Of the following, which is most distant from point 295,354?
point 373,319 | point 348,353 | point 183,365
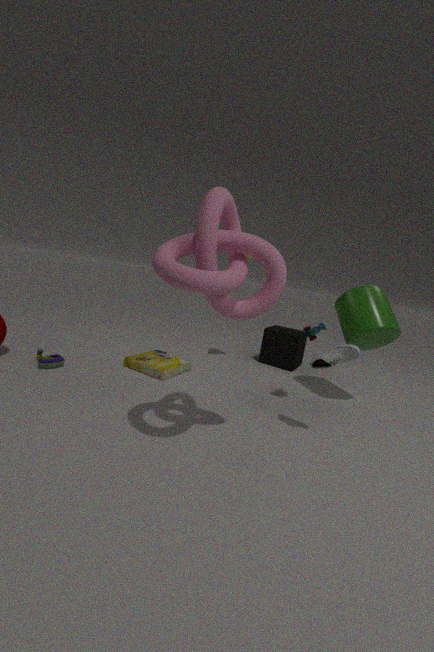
point 348,353
